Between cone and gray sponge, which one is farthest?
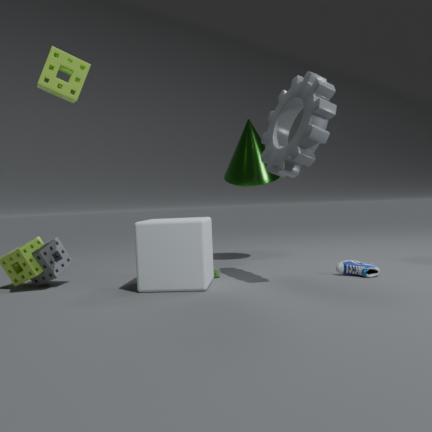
cone
